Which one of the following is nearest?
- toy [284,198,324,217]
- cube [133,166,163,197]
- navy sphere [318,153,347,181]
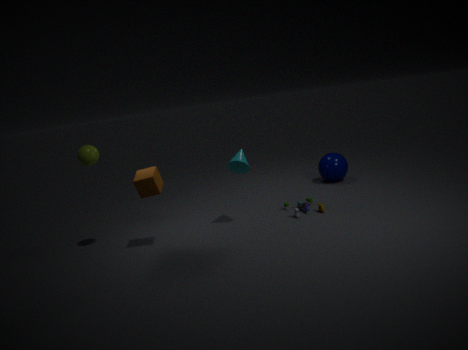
cube [133,166,163,197]
